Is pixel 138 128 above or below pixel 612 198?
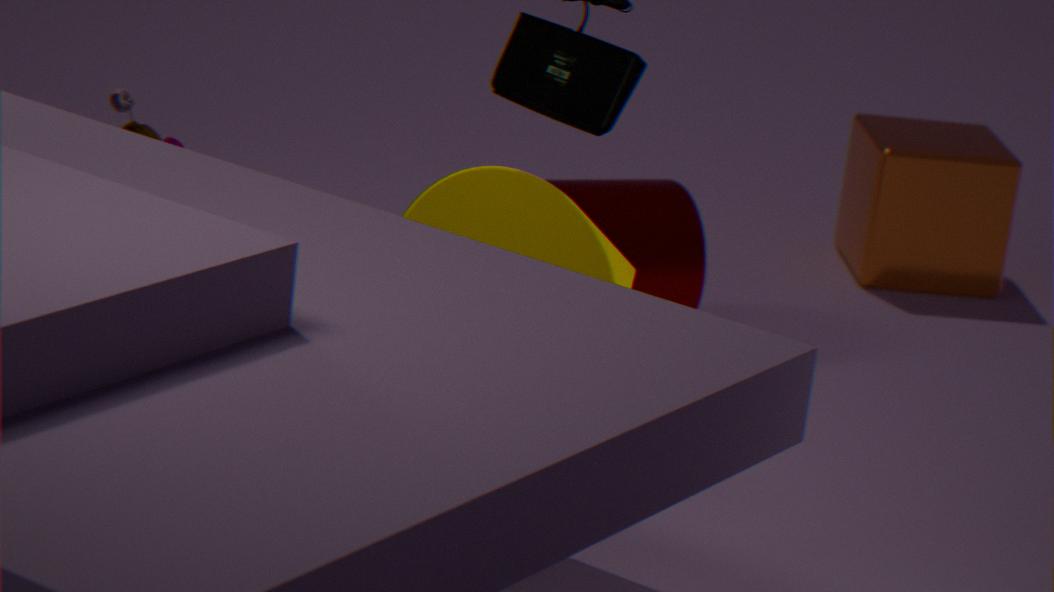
above
